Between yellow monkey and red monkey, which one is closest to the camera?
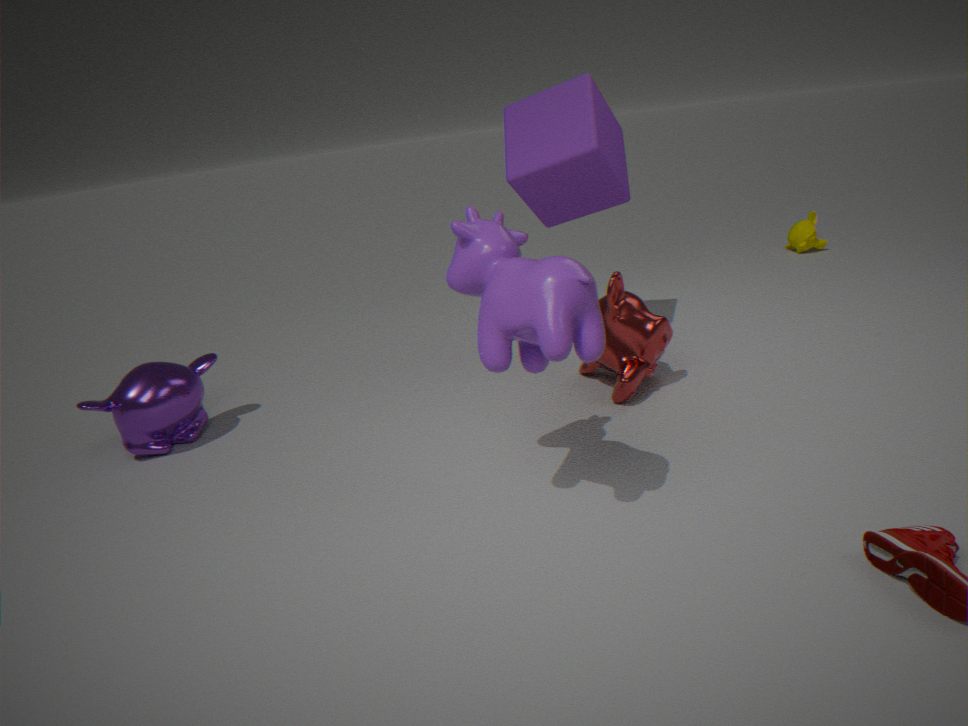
red monkey
